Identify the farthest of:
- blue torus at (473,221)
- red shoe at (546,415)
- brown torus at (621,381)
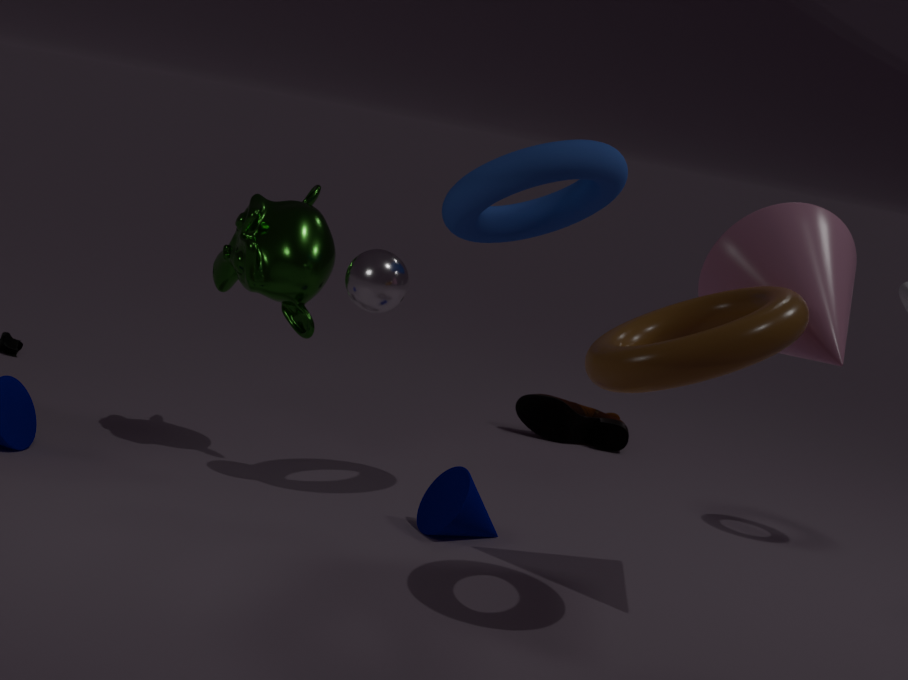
A: red shoe at (546,415)
